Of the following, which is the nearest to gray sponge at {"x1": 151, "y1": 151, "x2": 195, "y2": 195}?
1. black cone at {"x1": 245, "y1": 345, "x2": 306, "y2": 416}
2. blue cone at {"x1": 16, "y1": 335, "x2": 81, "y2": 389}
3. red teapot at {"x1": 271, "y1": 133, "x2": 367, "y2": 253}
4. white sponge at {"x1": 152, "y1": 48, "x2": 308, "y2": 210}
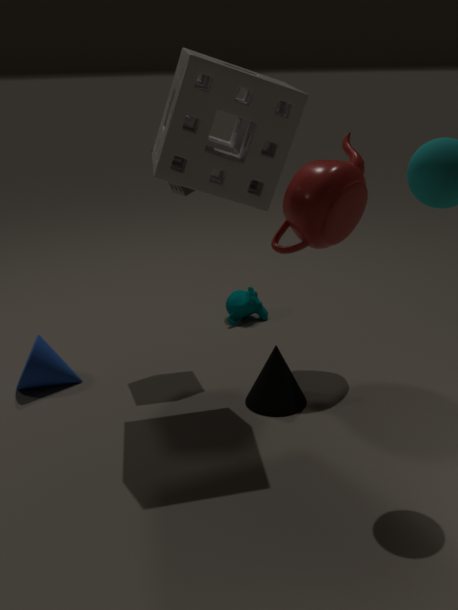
white sponge at {"x1": 152, "y1": 48, "x2": 308, "y2": 210}
